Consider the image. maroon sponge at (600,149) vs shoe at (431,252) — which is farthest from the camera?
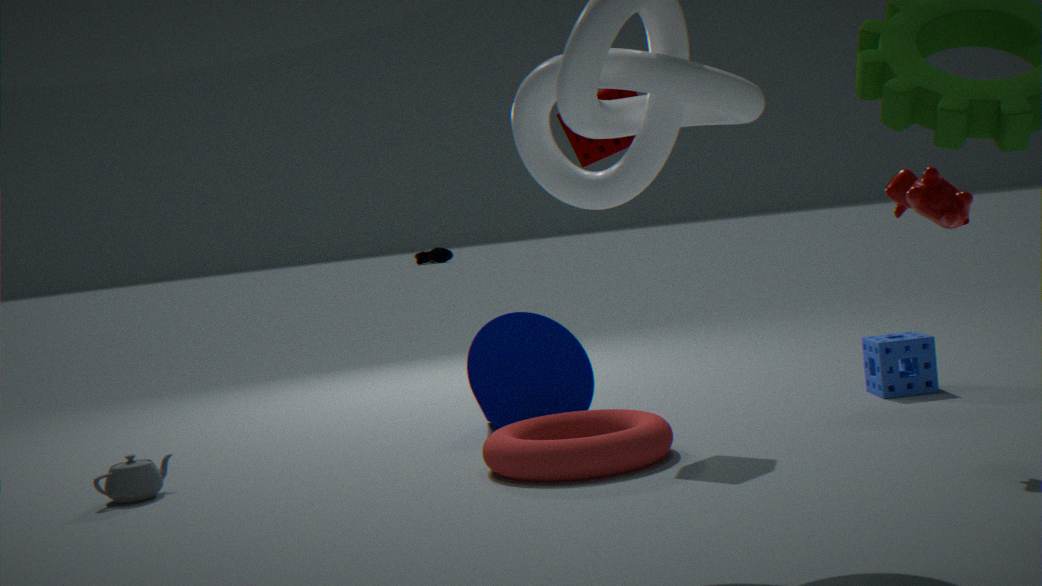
shoe at (431,252)
